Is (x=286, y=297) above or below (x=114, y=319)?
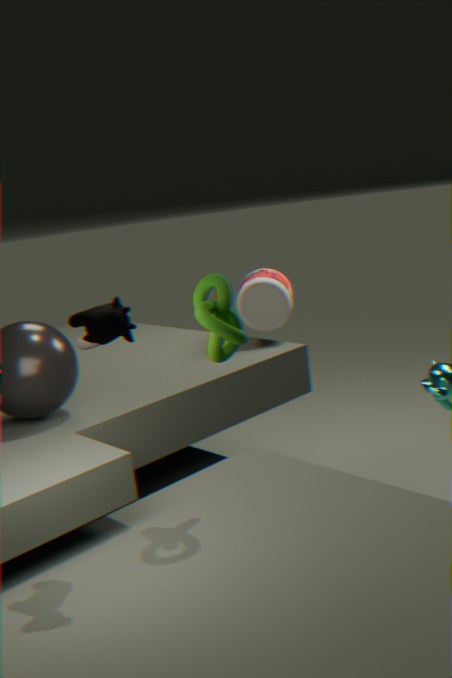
below
